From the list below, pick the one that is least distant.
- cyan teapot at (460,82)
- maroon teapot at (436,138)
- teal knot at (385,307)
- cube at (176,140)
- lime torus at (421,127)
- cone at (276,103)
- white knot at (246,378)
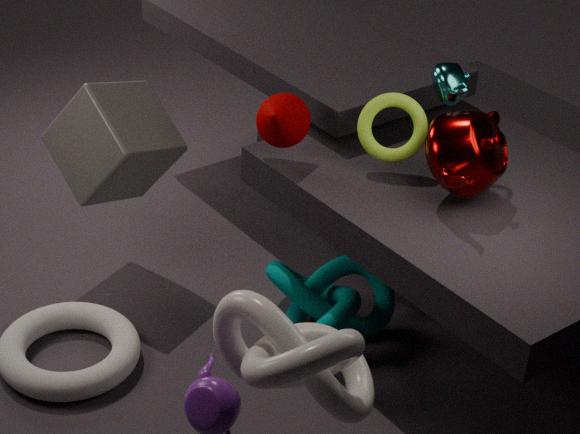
white knot at (246,378)
